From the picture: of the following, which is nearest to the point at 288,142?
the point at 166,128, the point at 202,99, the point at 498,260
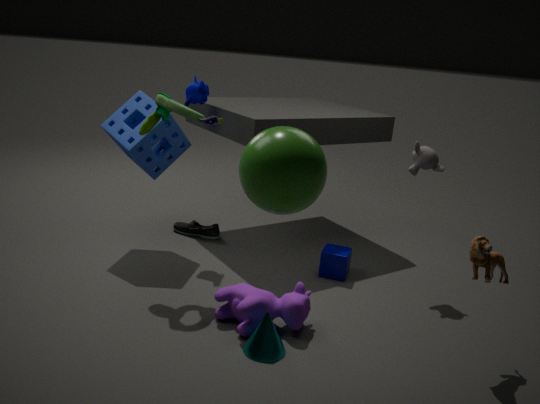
the point at 498,260
